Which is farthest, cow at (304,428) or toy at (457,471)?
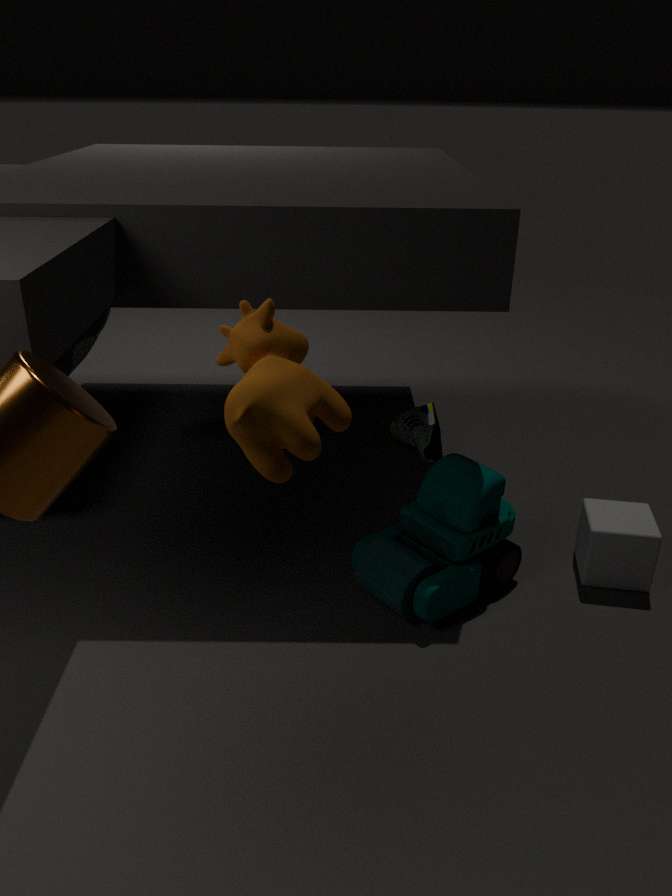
toy at (457,471)
